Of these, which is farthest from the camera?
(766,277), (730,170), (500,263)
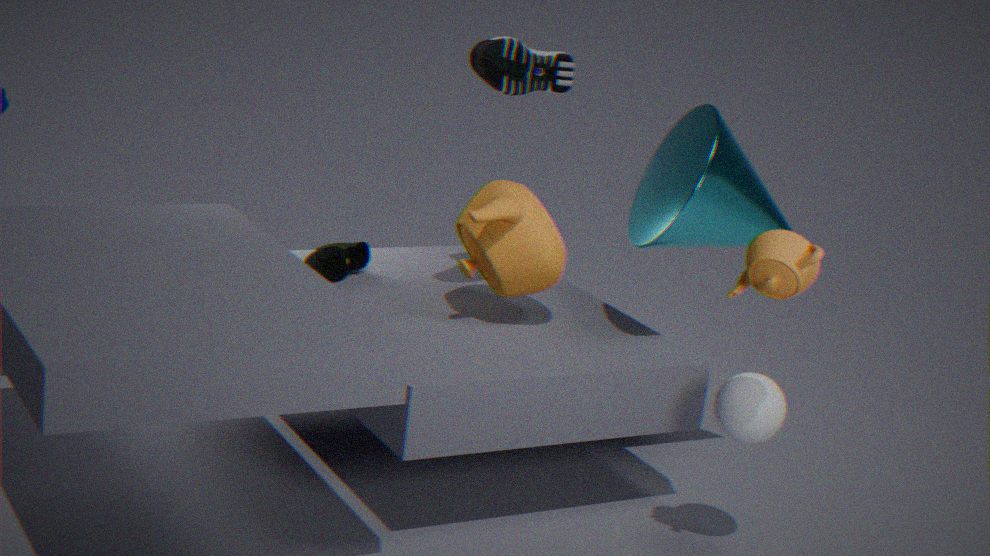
(500,263)
